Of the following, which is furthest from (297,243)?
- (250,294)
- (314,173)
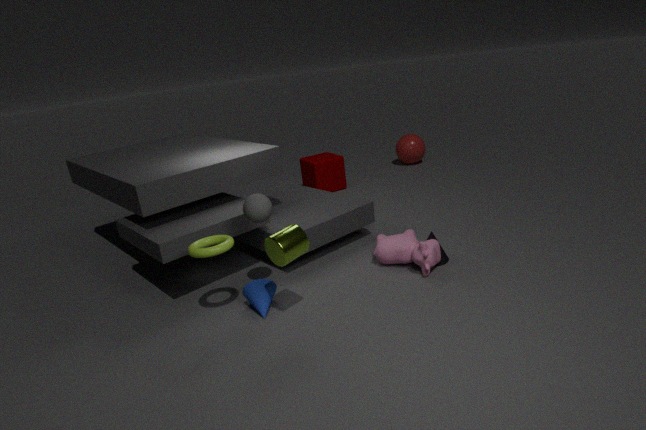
(314,173)
